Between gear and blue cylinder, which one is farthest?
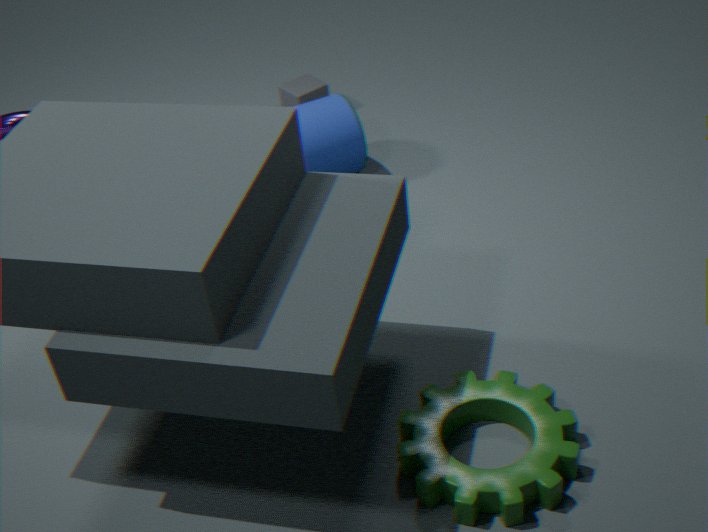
blue cylinder
